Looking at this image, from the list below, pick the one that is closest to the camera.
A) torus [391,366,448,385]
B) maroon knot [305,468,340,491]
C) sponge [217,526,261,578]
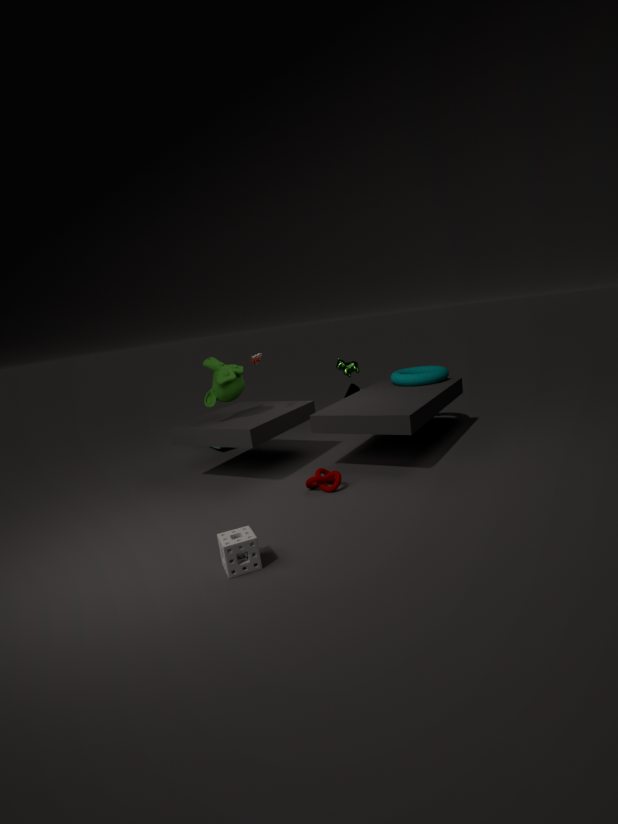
sponge [217,526,261,578]
